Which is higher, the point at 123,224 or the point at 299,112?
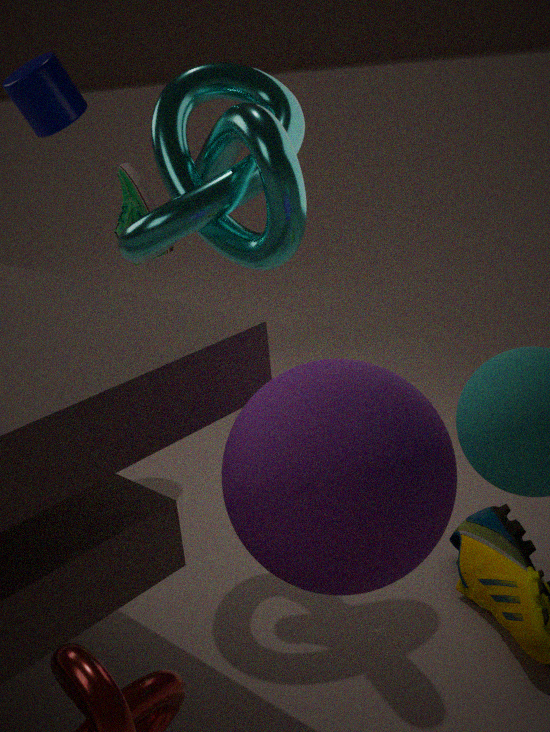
the point at 299,112
